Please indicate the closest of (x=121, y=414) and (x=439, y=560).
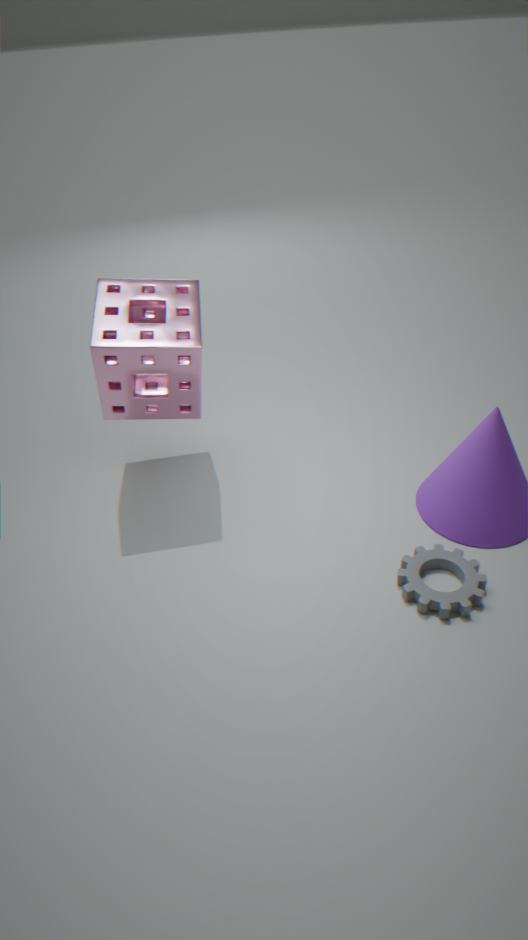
(x=439, y=560)
